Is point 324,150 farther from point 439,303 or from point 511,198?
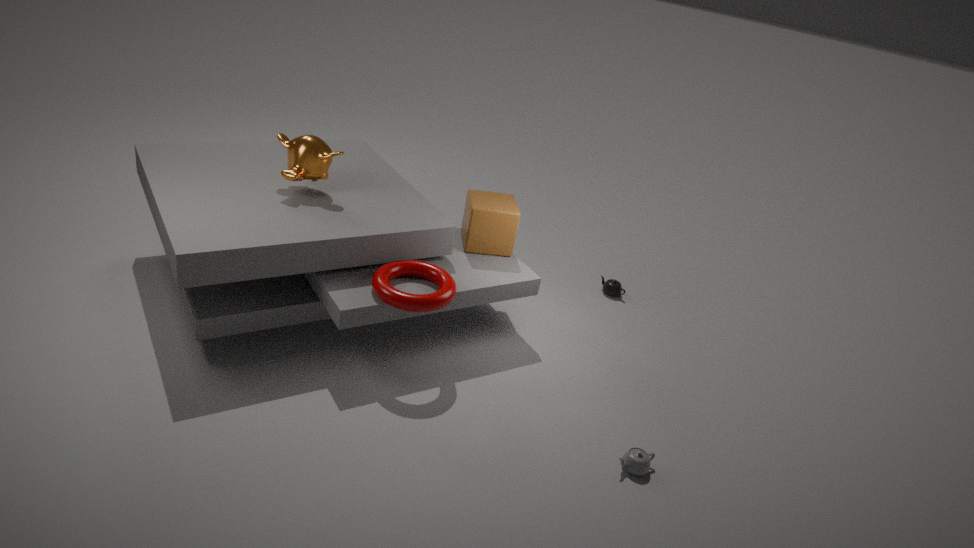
point 511,198
